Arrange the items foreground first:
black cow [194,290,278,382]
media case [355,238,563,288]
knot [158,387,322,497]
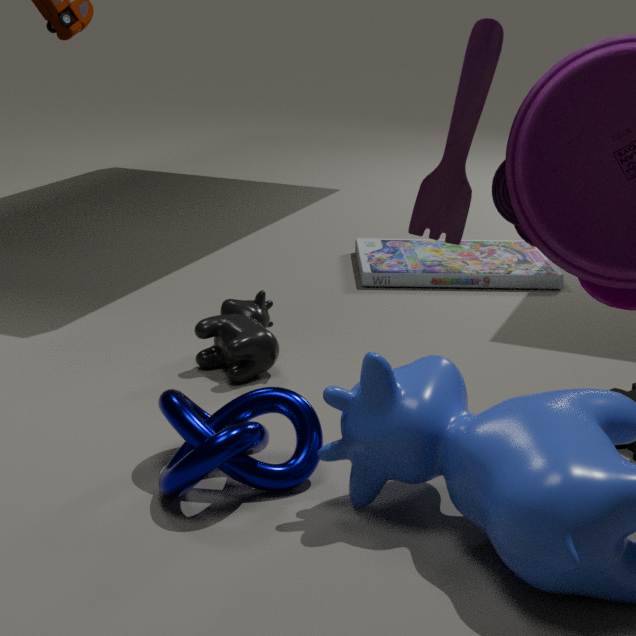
knot [158,387,322,497] → black cow [194,290,278,382] → media case [355,238,563,288]
